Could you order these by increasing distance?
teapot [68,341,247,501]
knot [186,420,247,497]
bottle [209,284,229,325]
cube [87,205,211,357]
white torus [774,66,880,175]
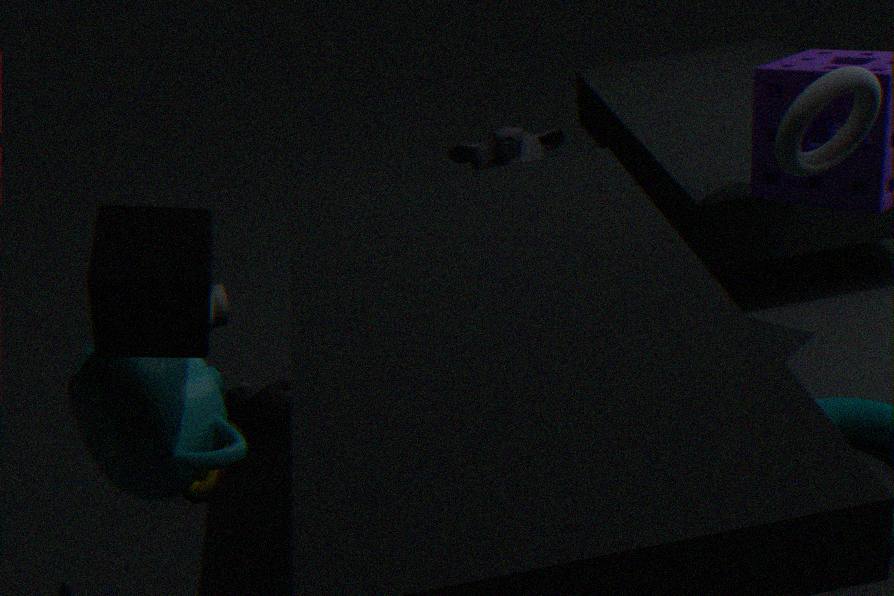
1. cube [87,205,211,357]
2. teapot [68,341,247,501]
3. white torus [774,66,880,175]
4. knot [186,420,247,497]
5. bottle [209,284,229,325]
